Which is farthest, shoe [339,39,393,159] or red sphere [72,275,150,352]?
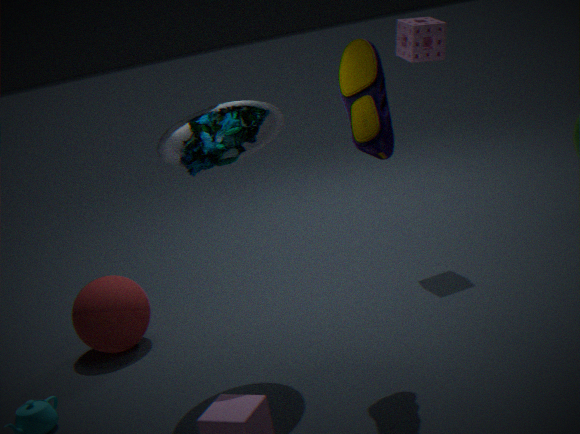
red sphere [72,275,150,352]
